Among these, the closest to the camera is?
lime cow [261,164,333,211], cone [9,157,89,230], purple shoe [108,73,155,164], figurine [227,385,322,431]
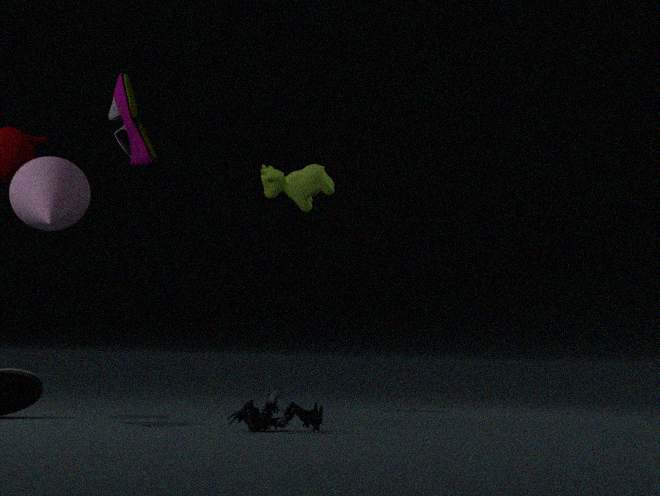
figurine [227,385,322,431]
